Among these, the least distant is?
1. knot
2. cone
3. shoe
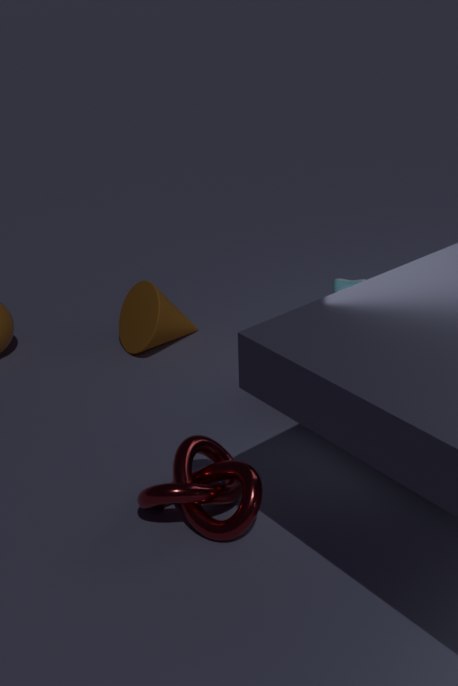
knot
